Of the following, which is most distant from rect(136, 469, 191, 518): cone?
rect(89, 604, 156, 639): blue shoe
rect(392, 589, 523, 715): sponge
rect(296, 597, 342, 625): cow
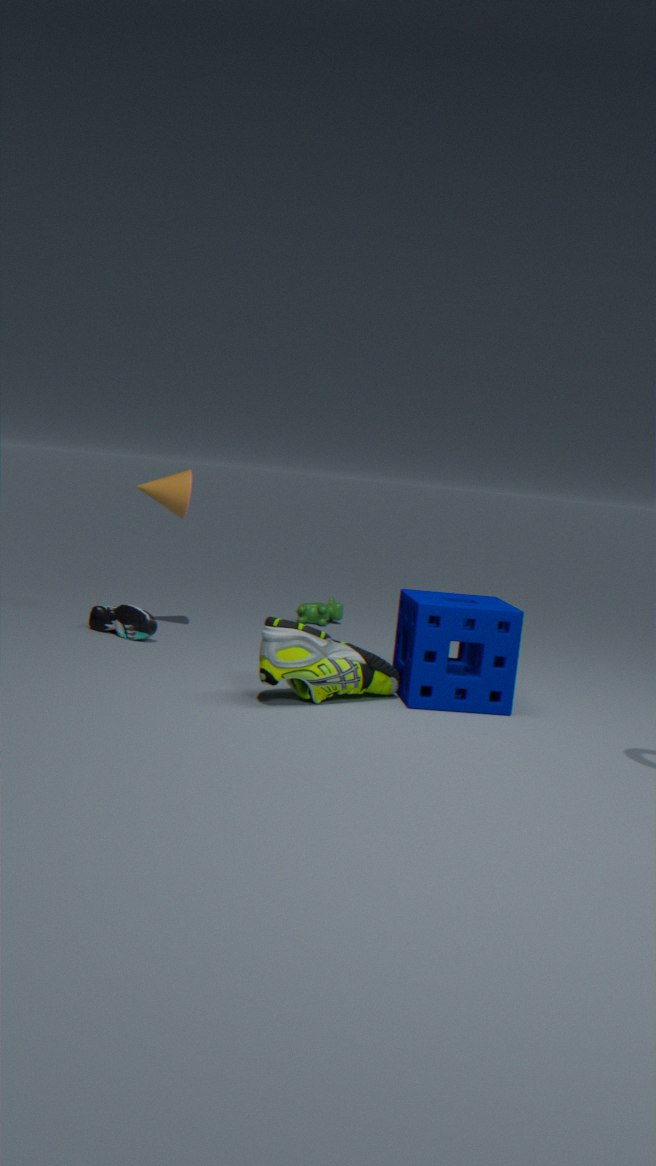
rect(392, 589, 523, 715): sponge
